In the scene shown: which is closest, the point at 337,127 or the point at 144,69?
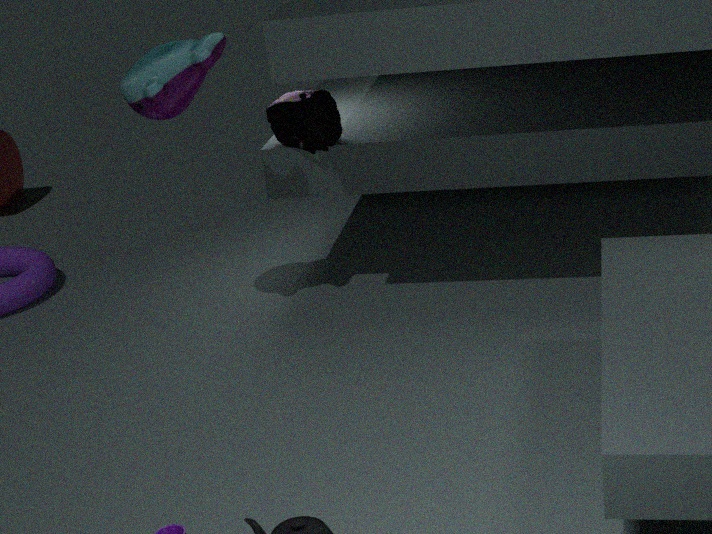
the point at 144,69
